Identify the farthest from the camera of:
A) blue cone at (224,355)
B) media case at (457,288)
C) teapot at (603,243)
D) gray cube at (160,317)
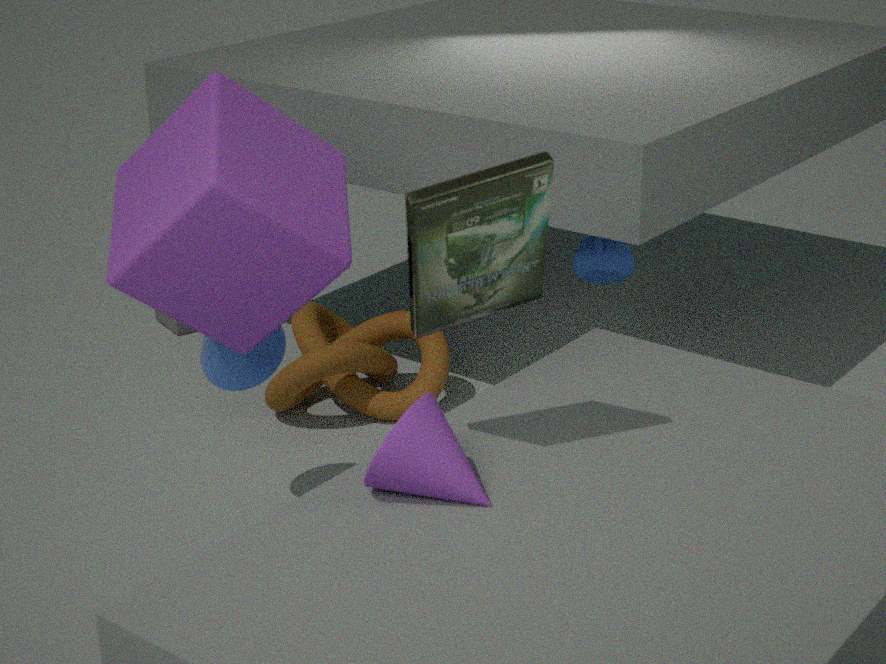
D. gray cube at (160,317)
